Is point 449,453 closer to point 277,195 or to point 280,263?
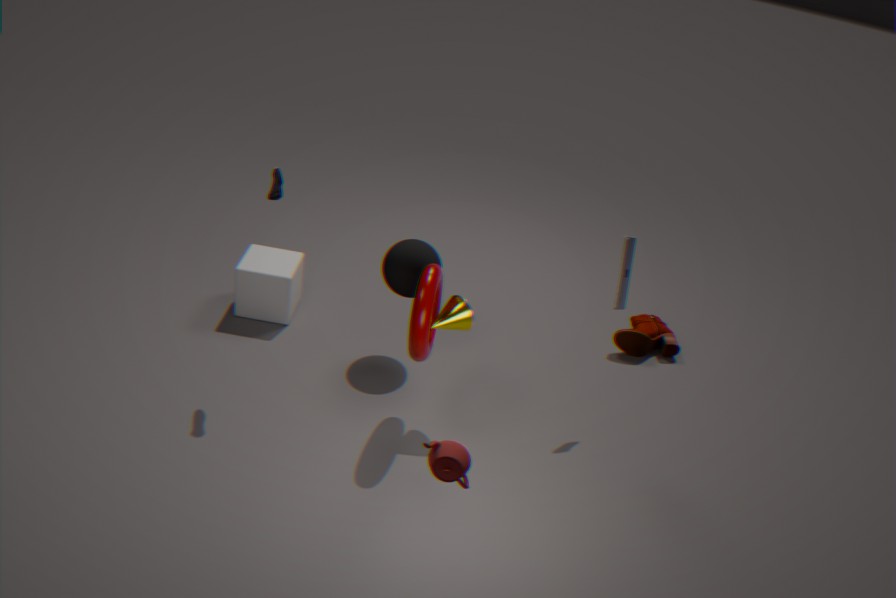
point 277,195
